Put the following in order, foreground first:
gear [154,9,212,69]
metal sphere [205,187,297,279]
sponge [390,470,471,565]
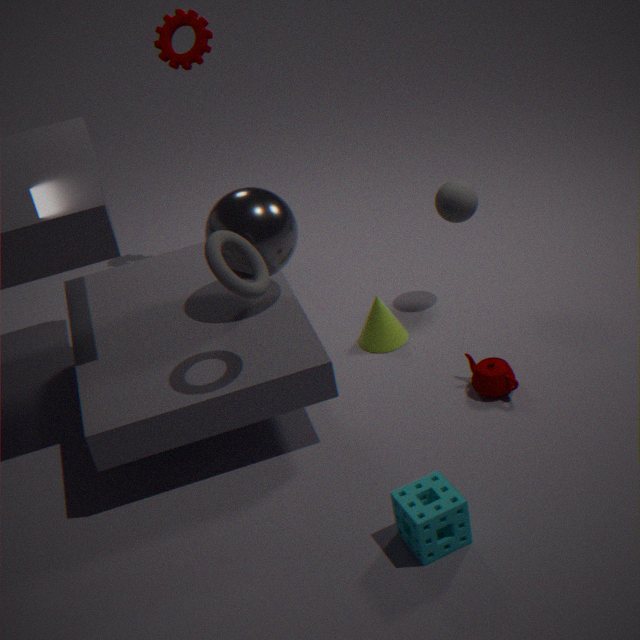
sponge [390,470,471,565], metal sphere [205,187,297,279], gear [154,9,212,69]
